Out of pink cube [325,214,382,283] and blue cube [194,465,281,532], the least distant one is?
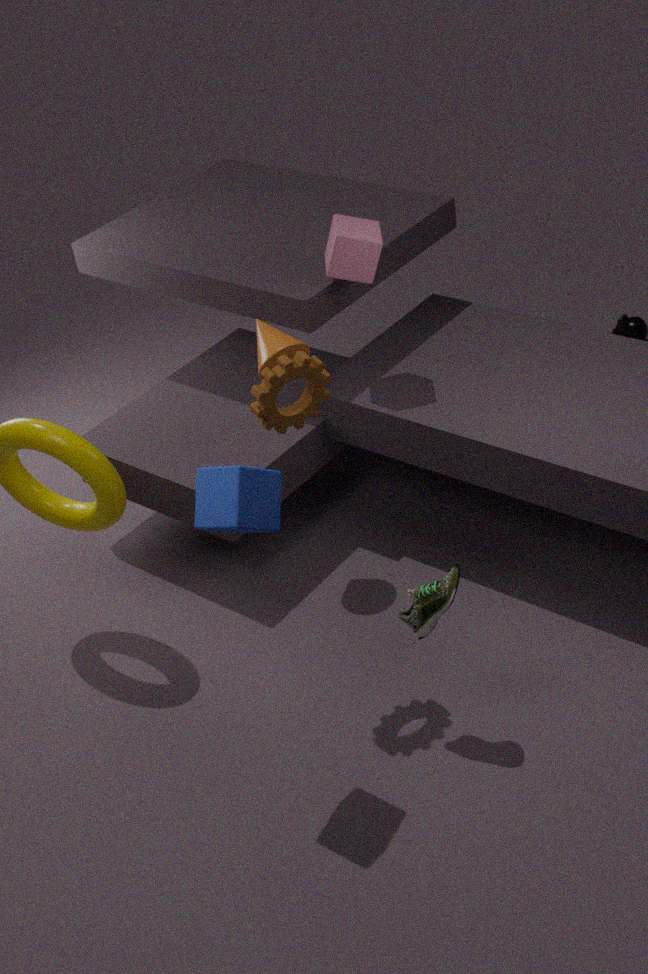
blue cube [194,465,281,532]
